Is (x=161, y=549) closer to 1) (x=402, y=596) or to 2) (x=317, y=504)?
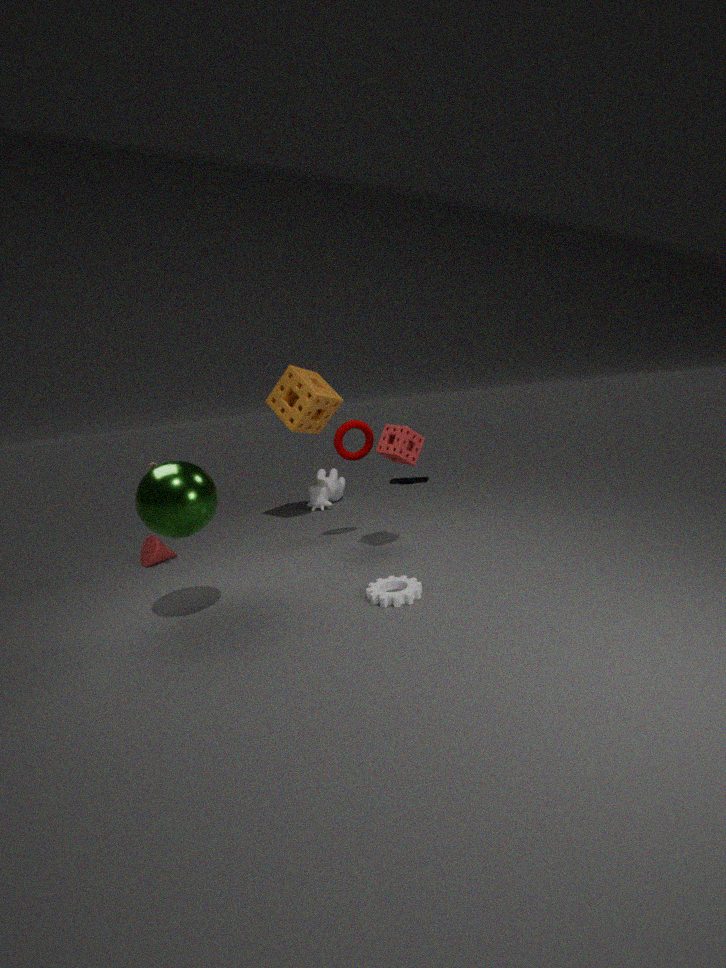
2) (x=317, y=504)
